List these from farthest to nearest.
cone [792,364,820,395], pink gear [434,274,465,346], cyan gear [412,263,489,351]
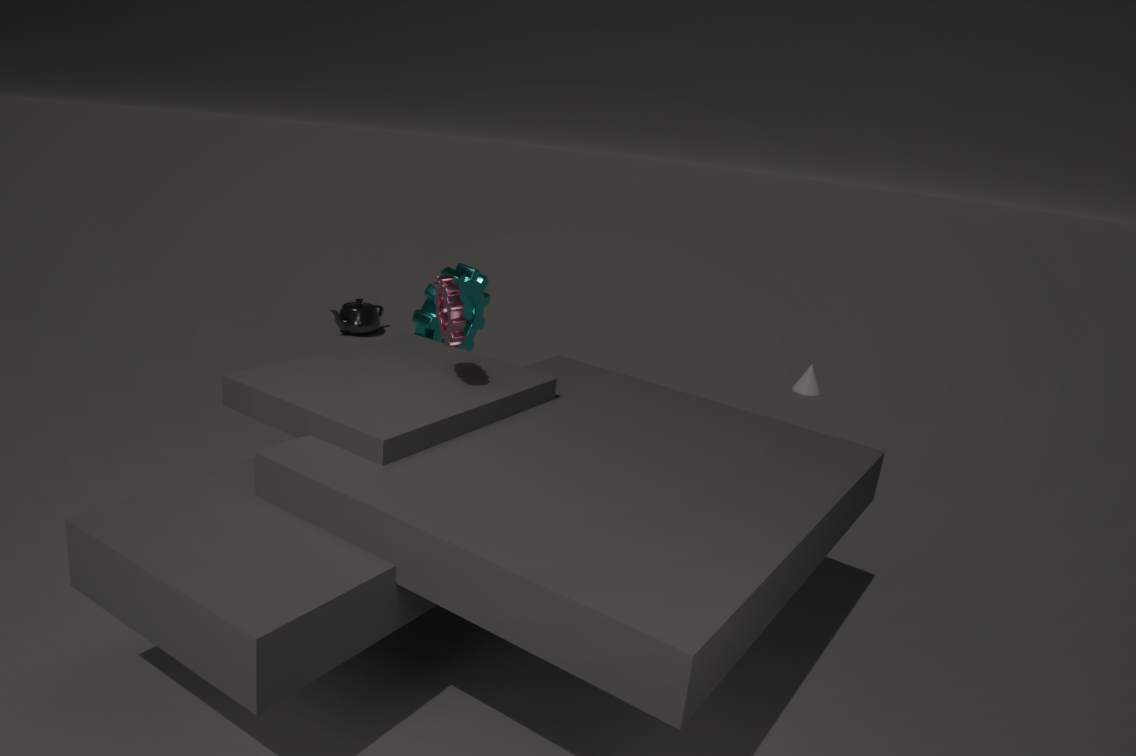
cone [792,364,820,395] < cyan gear [412,263,489,351] < pink gear [434,274,465,346]
